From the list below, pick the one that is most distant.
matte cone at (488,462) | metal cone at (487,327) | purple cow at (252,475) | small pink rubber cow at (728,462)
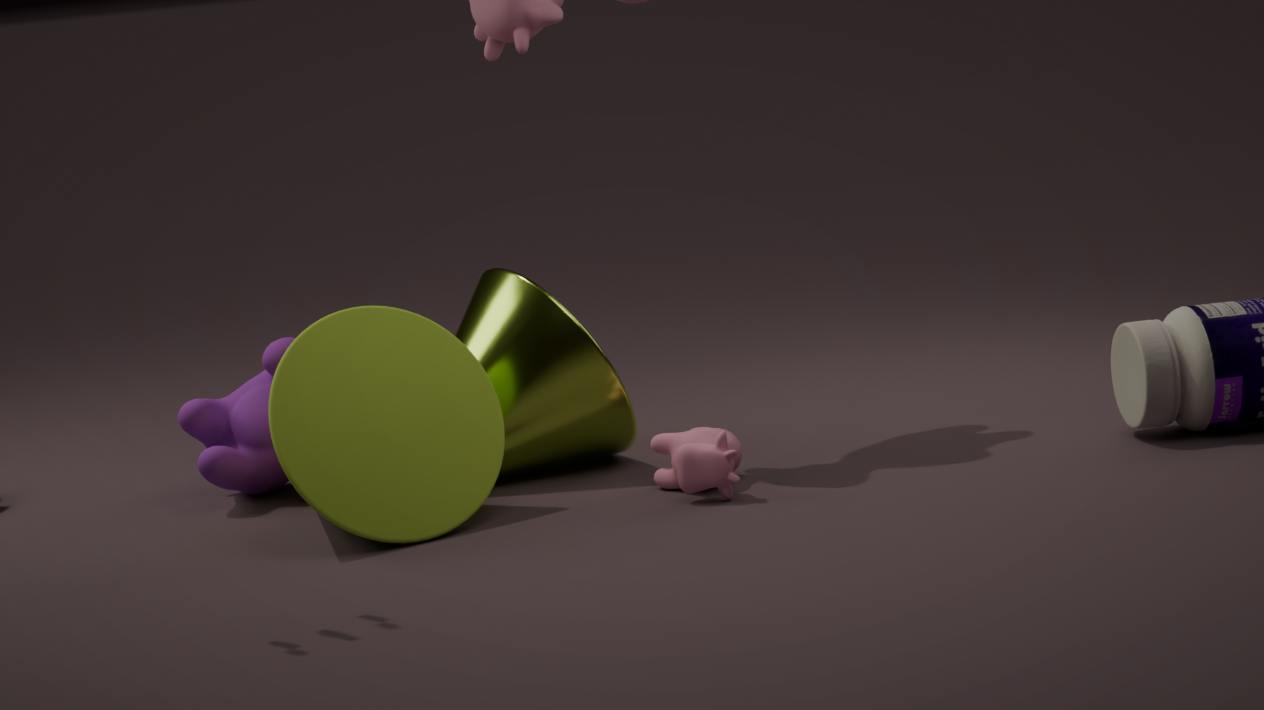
purple cow at (252,475)
